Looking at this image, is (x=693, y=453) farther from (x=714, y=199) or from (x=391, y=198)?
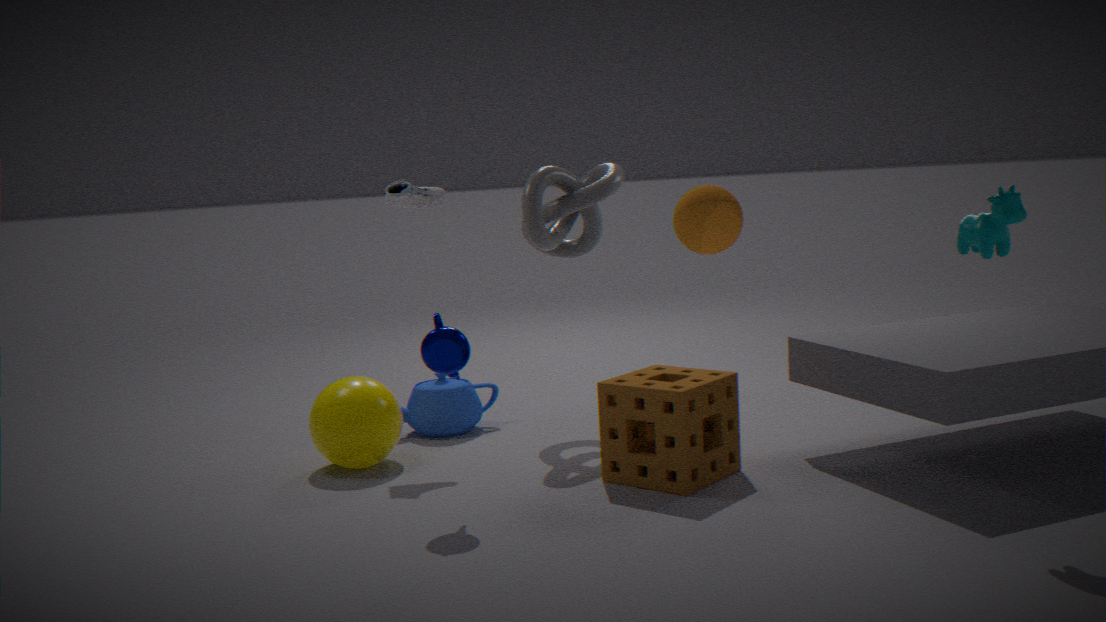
(x=391, y=198)
